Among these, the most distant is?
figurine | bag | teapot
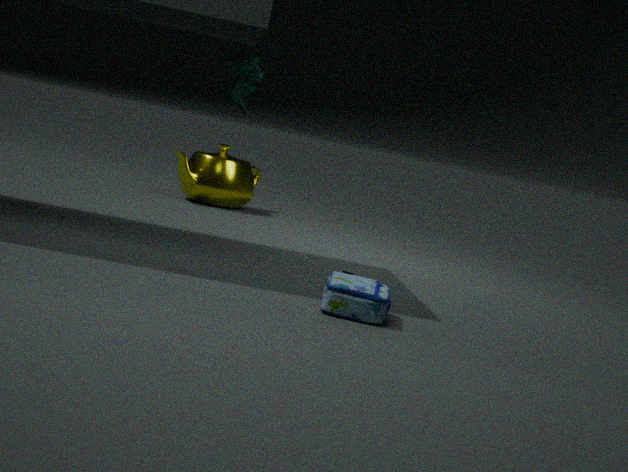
teapot
